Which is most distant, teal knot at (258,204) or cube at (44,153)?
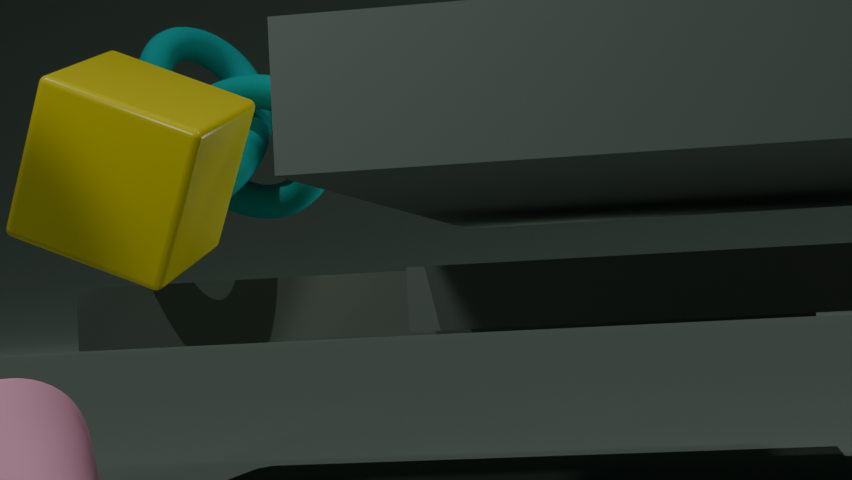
teal knot at (258,204)
